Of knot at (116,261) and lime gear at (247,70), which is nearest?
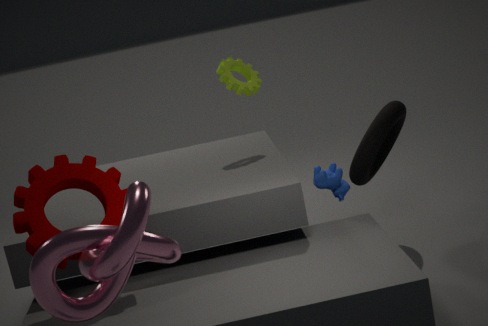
knot at (116,261)
